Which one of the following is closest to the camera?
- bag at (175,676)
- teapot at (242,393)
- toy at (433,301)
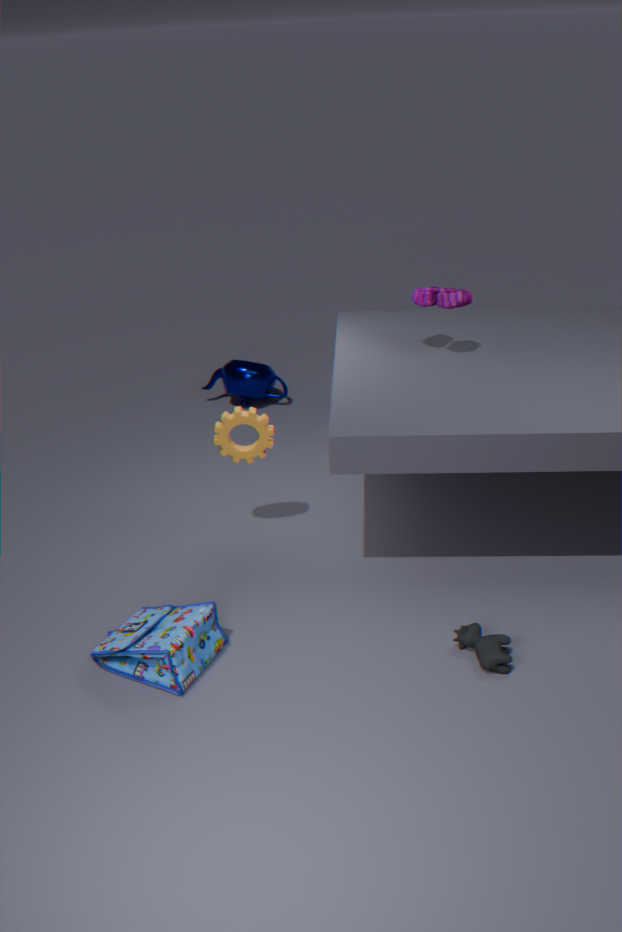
bag at (175,676)
